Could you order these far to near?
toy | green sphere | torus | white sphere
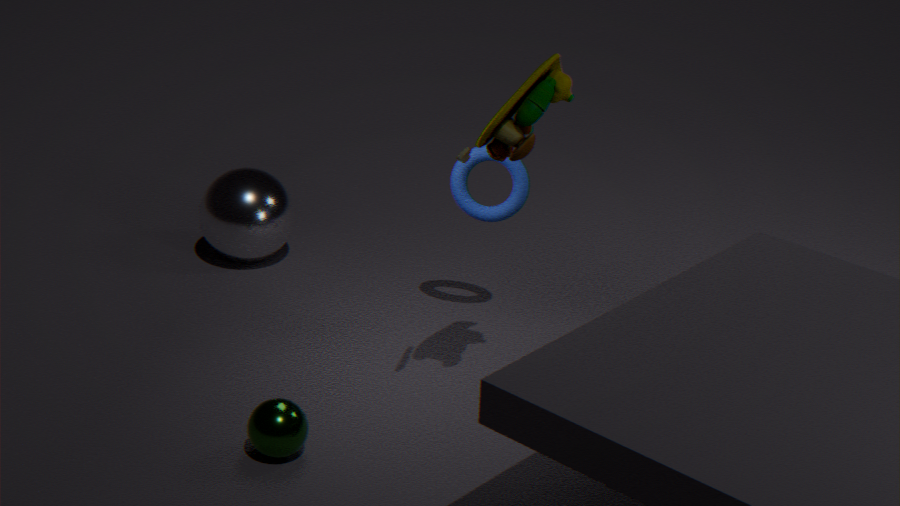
white sphere
torus
green sphere
toy
